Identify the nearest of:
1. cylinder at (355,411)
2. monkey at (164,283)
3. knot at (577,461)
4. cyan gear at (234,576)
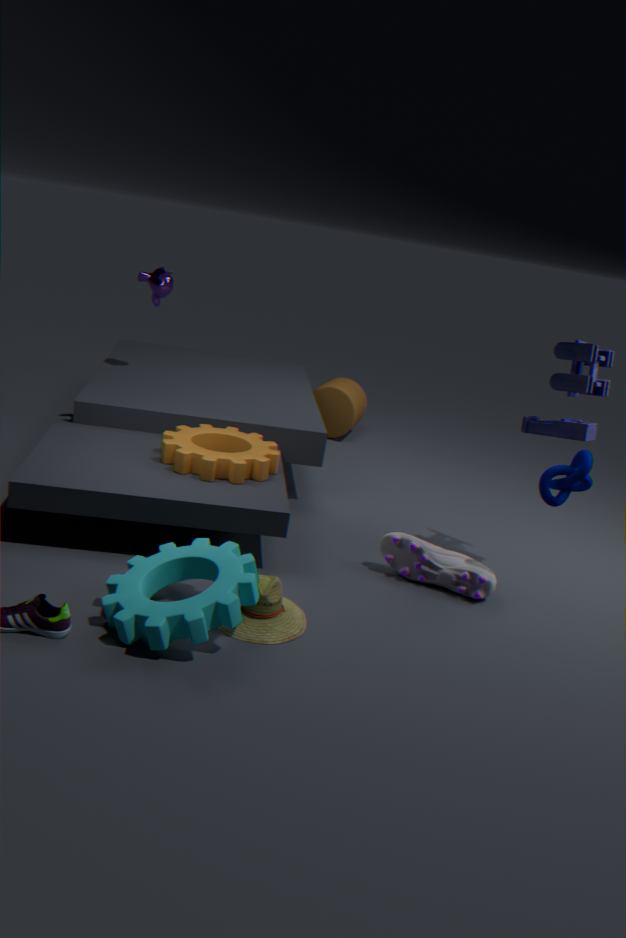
cyan gear at (234,576)
